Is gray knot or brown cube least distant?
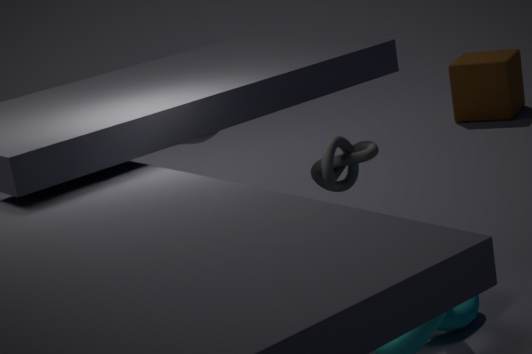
gray knot
